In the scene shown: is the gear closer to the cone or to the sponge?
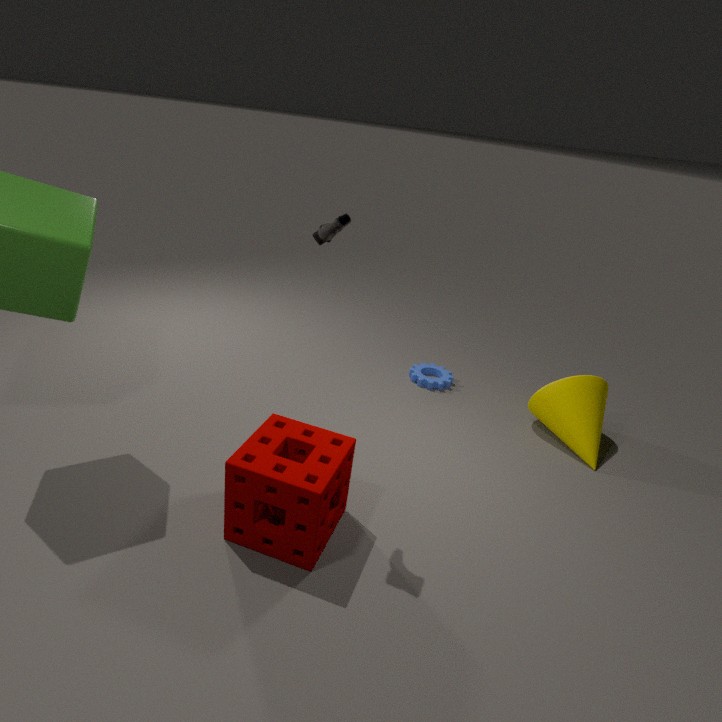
the cone
